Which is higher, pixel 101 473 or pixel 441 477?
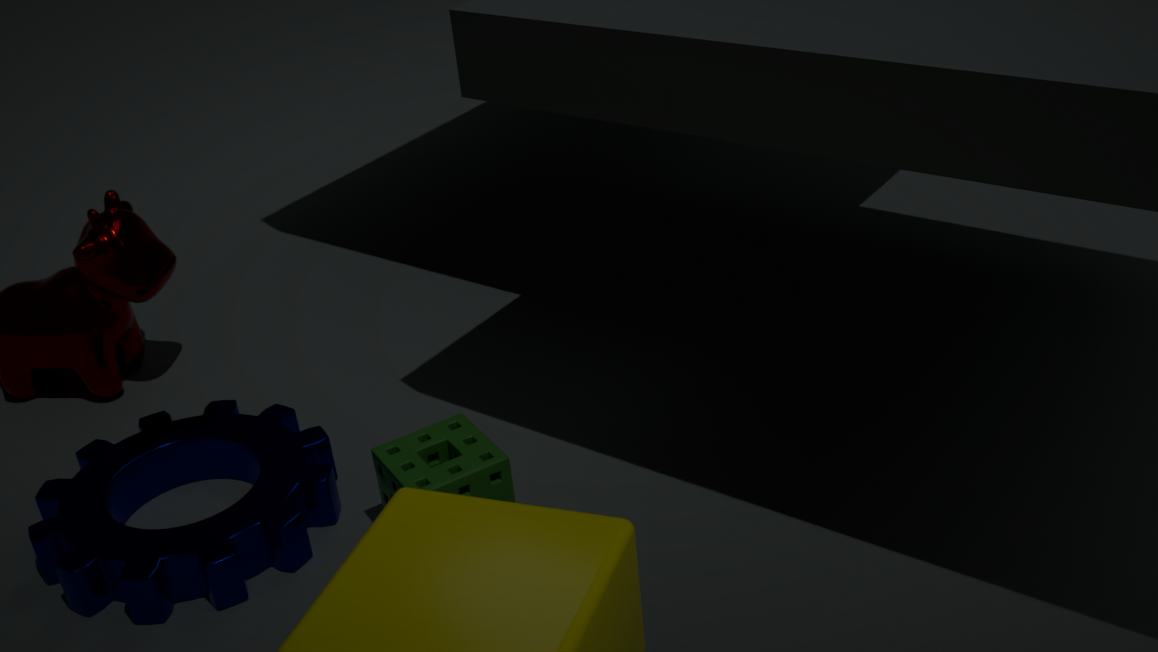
pixel 441 477
